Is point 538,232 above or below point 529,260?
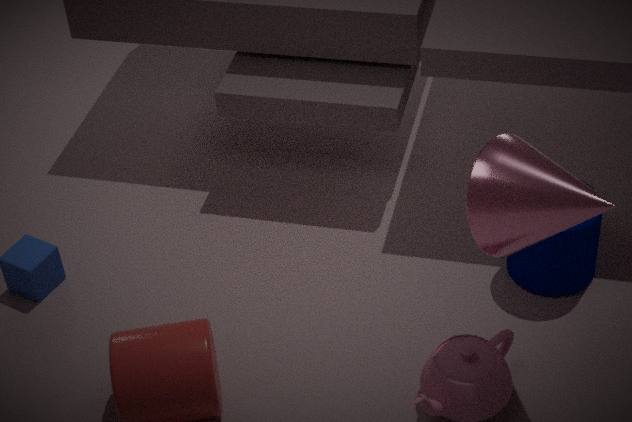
above
